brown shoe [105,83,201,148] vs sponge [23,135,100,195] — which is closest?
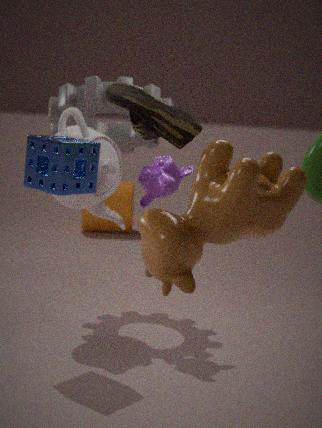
brown shoe [105,83,201,148]
